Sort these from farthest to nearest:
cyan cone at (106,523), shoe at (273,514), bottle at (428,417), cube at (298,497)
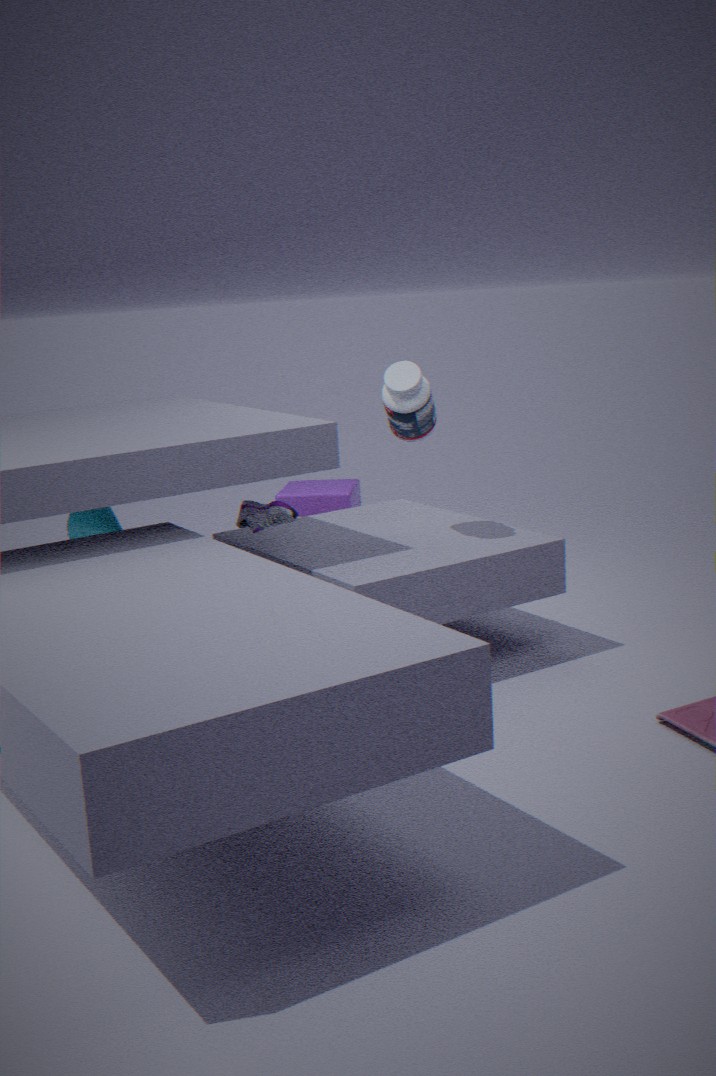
cube at (298,497) < cyan cone at (106,523) < bottle at (428,417) < shoe at (273,514)
